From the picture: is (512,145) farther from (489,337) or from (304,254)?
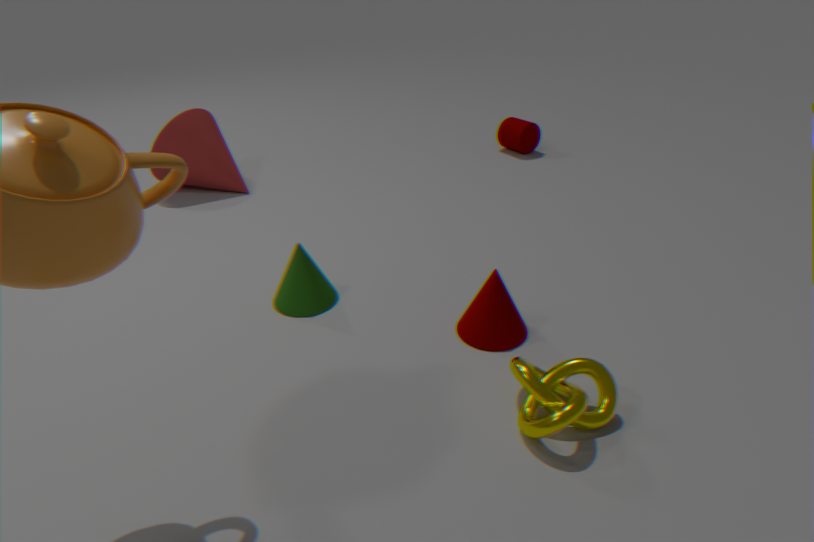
(304,254)
